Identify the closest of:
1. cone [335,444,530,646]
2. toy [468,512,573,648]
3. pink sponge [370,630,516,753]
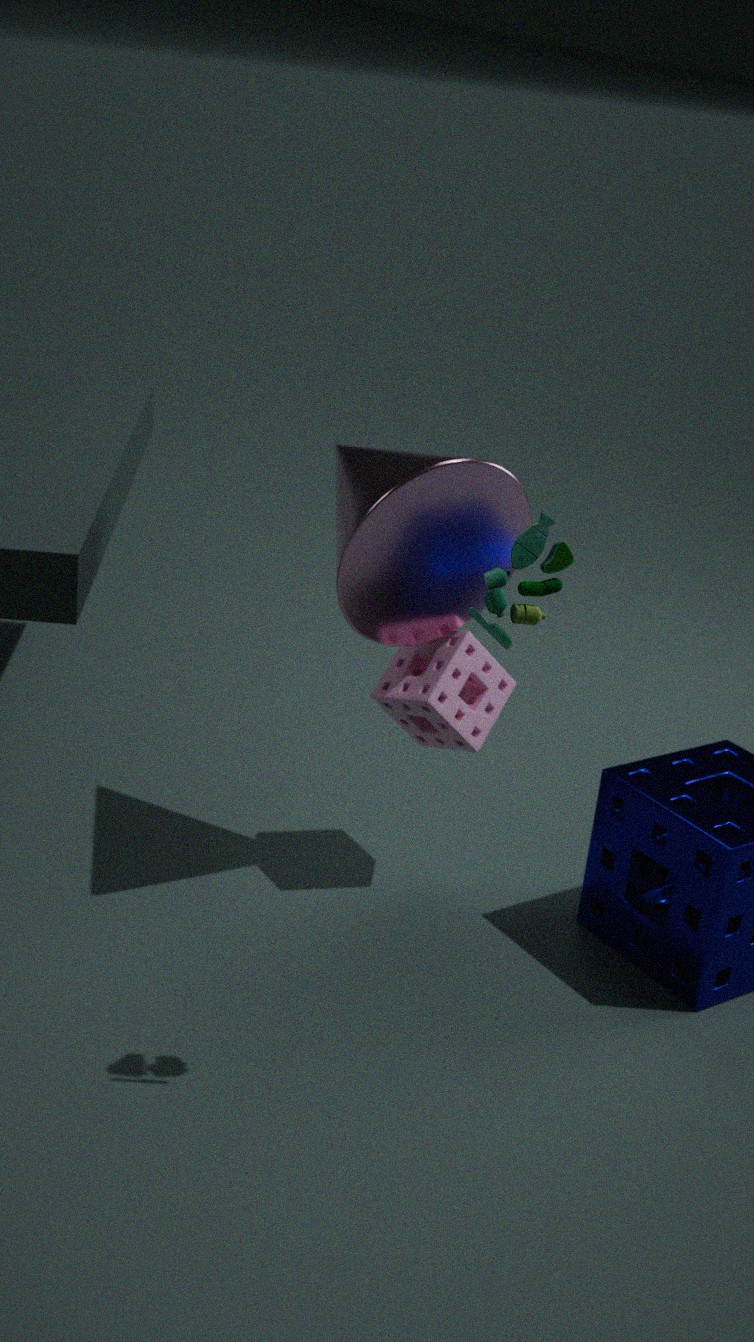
toy [468,512,573,648]
